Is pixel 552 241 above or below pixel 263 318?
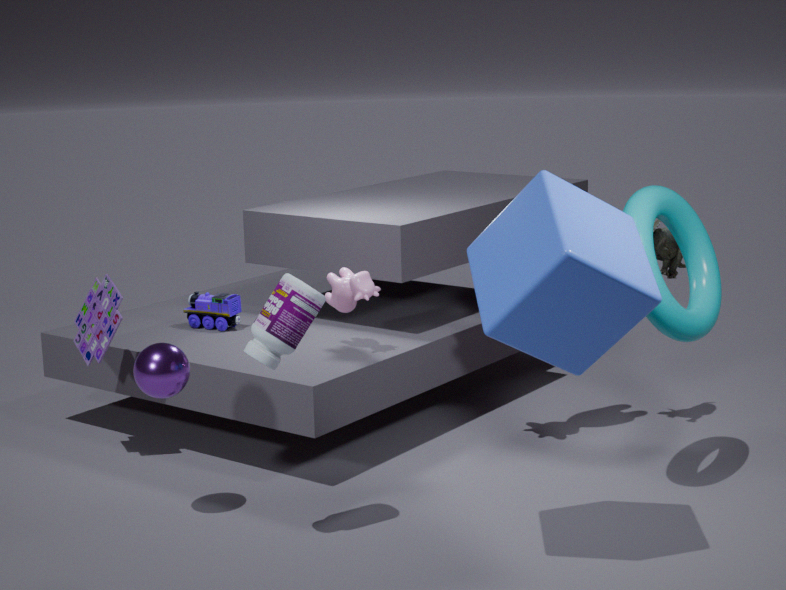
above
